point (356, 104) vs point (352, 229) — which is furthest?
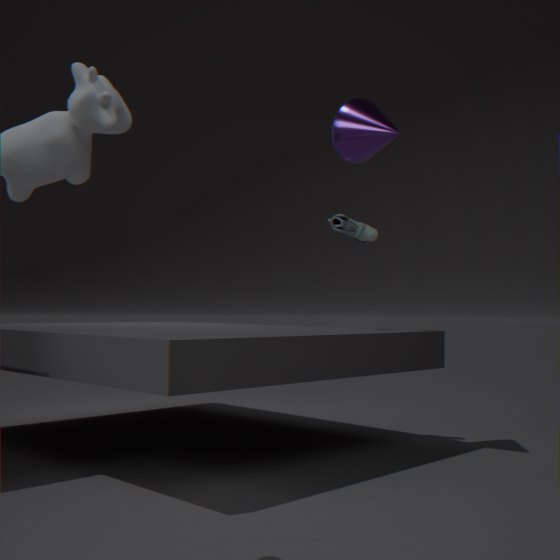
point (352, 229)
